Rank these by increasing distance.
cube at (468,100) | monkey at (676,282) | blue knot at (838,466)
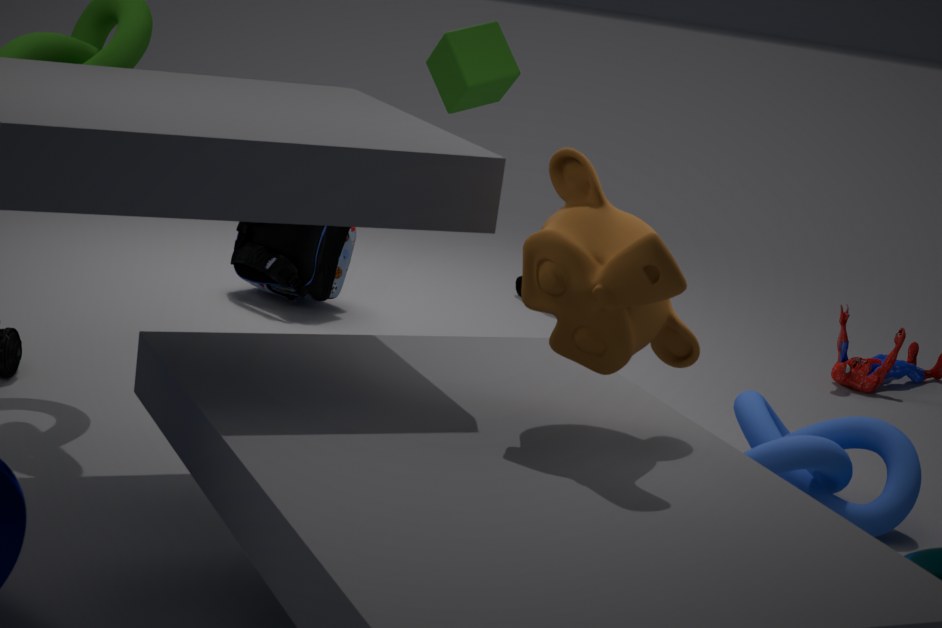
monkey at (676,282) < blue knot at (838,466) < cube at (468,100)
